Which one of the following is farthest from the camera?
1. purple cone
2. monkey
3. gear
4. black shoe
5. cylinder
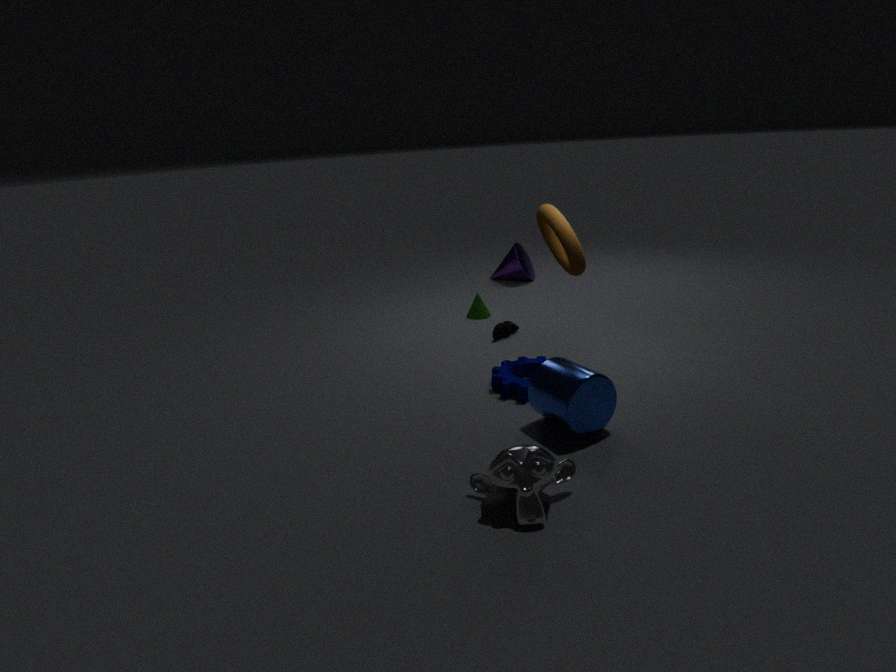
purple cone
